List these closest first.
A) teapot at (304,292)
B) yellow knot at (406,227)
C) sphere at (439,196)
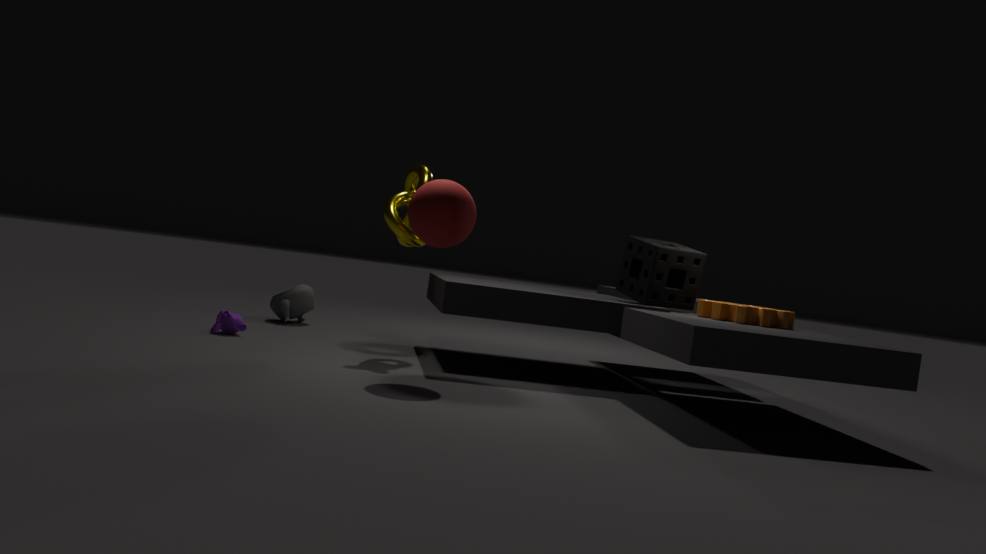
sphere at (439,196) → yellow knot at (406,227) → teapot at (304,292)
